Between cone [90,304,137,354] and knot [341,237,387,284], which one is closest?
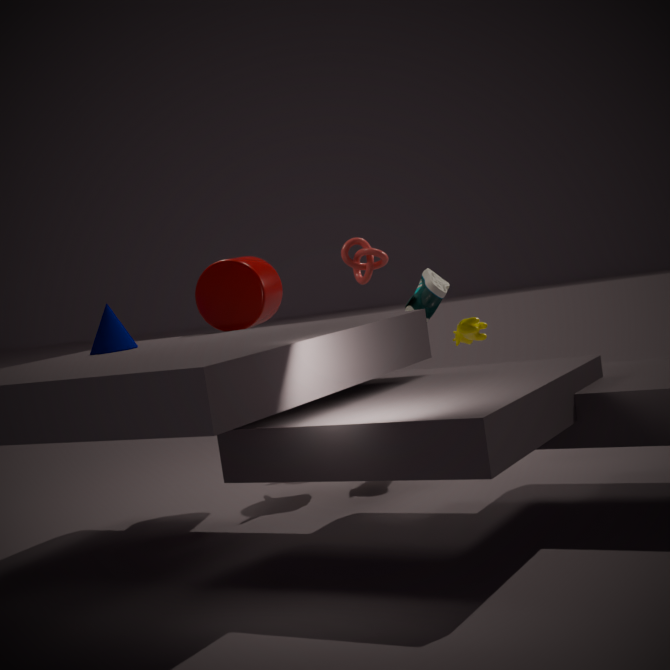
cone [90,304,137,354]
